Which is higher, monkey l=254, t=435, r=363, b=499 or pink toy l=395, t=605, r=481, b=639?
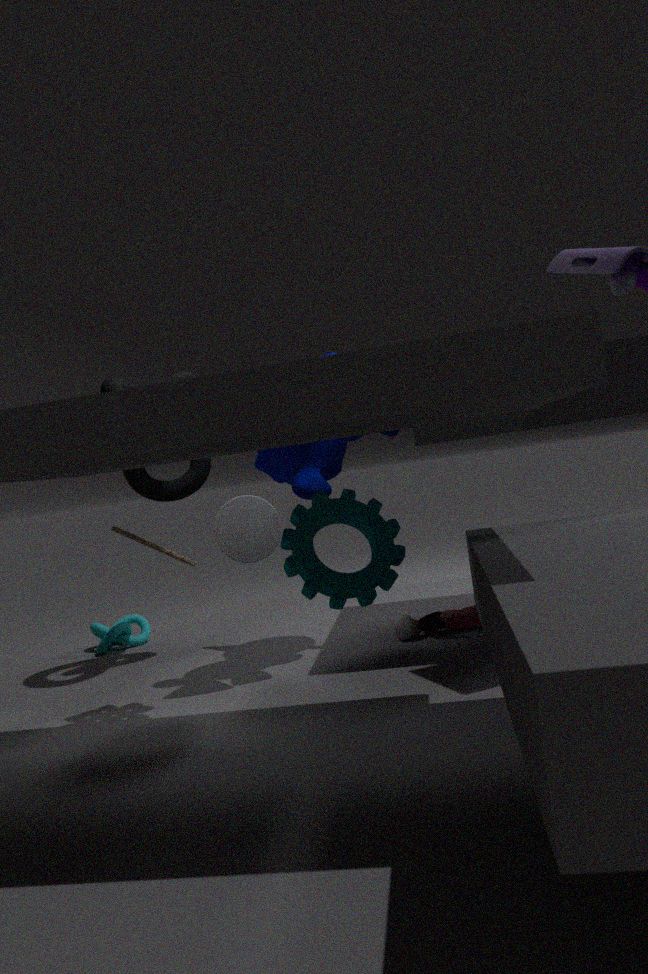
monkey l=254, t=435, r=363, b=499
